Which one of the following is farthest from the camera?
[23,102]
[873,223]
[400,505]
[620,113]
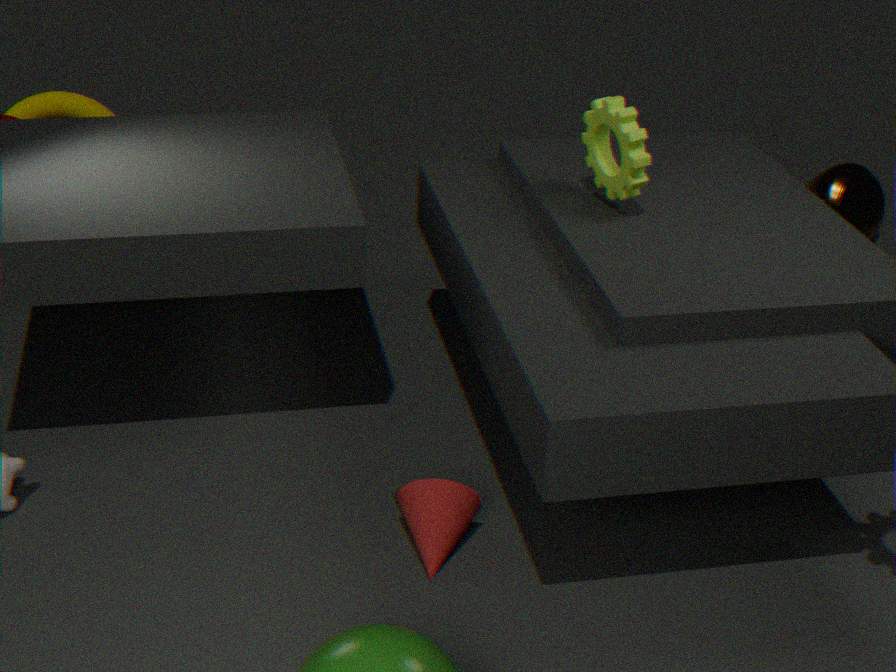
[873,223]
